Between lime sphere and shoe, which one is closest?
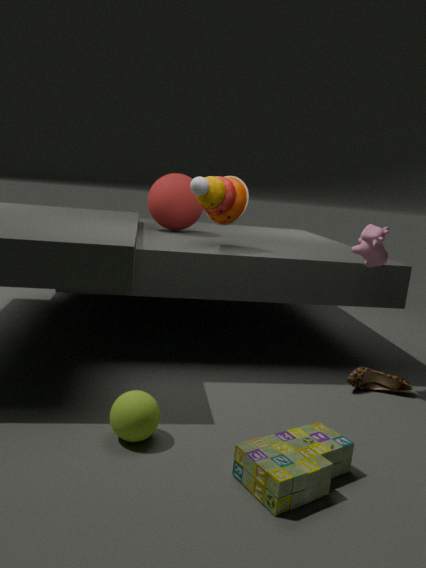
lime sphere
